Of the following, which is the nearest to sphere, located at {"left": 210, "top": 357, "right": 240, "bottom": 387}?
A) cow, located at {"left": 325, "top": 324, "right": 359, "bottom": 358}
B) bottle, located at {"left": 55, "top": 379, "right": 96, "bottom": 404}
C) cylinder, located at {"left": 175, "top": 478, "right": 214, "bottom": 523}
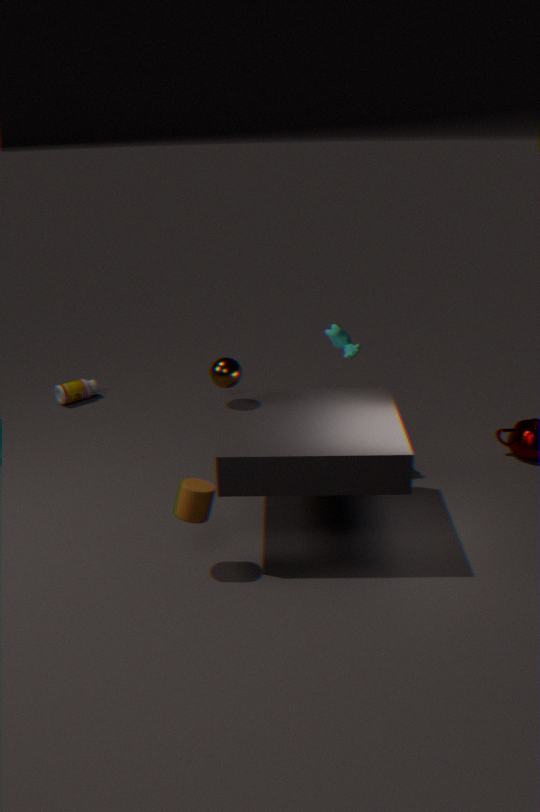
cylinder, located at {"left": 175, "top": 478, "right": 214, "bottom": 523}
